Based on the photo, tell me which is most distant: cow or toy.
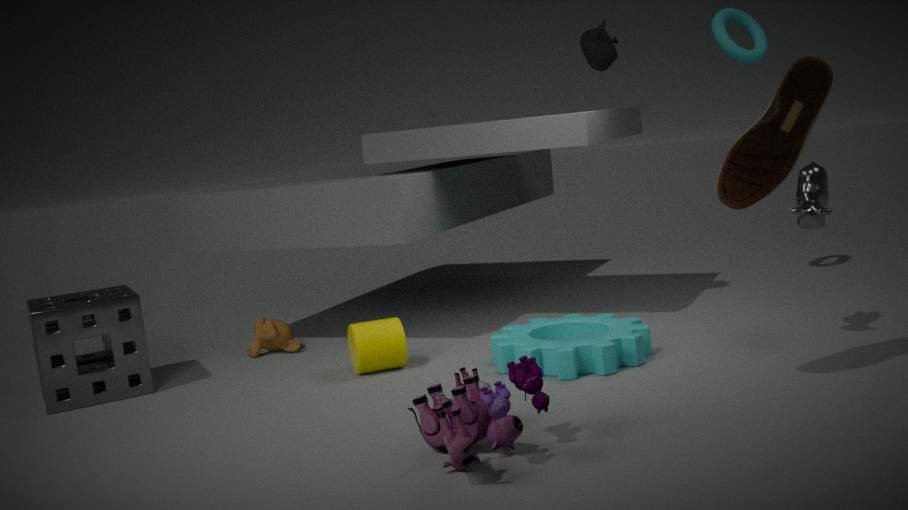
cow
